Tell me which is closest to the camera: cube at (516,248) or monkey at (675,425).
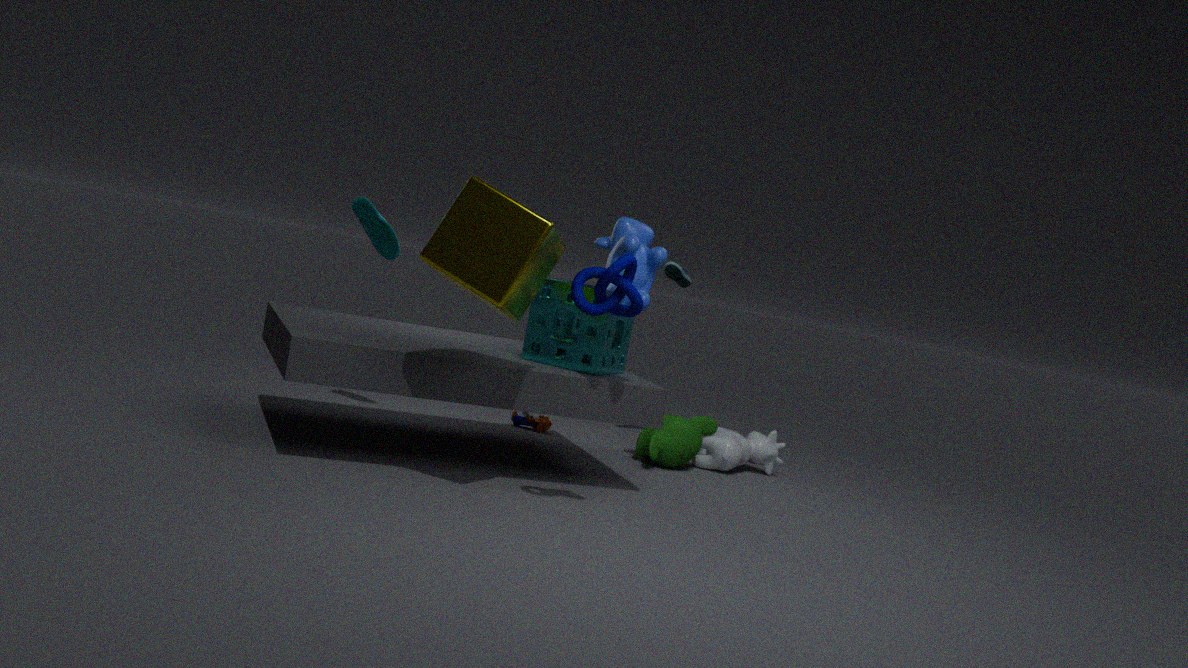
cube at (516,248)
